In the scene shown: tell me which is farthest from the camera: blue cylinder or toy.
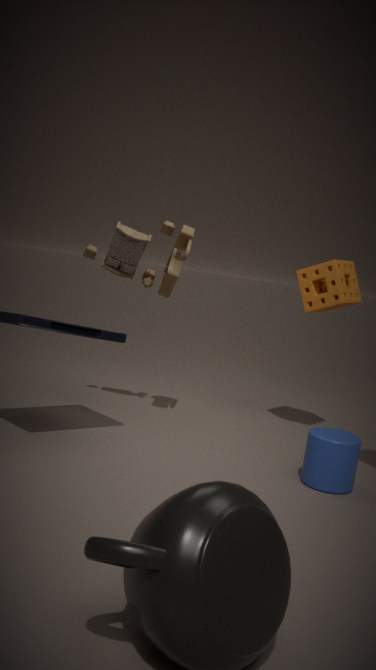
toy
